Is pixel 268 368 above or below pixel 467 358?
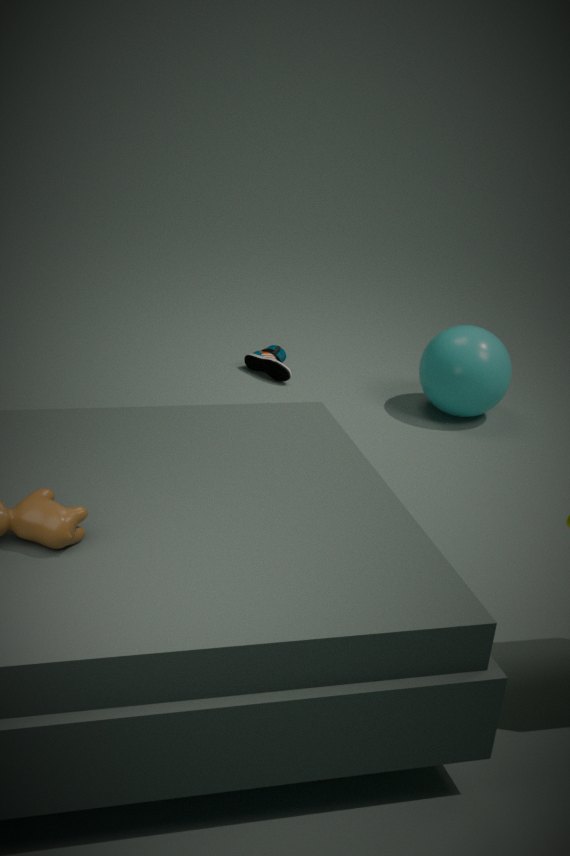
below
